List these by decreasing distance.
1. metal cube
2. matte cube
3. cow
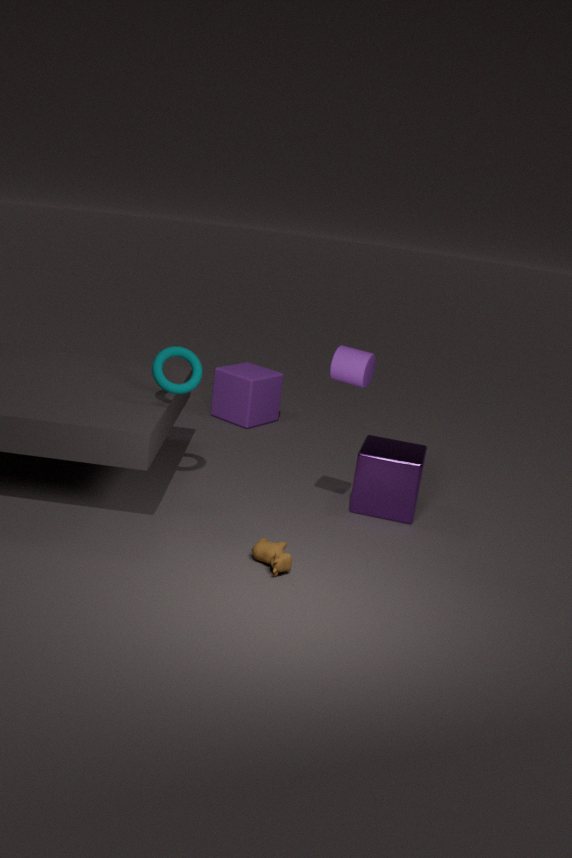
matte cube → metal cube → cow
